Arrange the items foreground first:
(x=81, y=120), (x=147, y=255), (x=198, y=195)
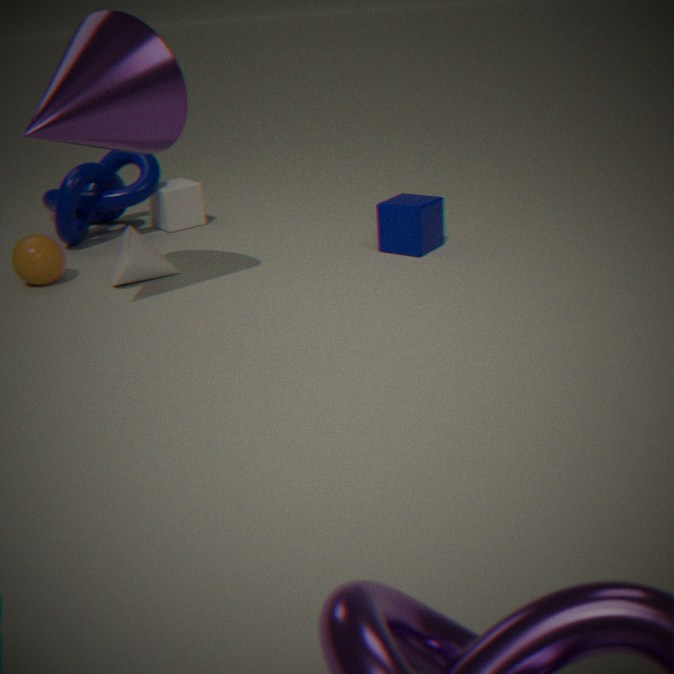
1. (x=81, y=120)
2. (x=147, y=255)
3. (x=198, y=195)
